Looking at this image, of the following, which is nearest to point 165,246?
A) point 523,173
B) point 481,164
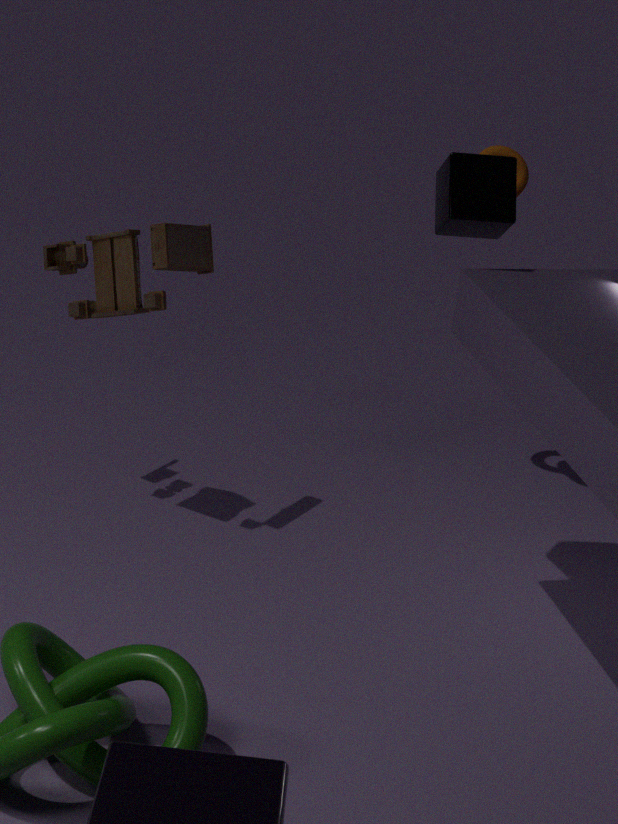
point 481,164
